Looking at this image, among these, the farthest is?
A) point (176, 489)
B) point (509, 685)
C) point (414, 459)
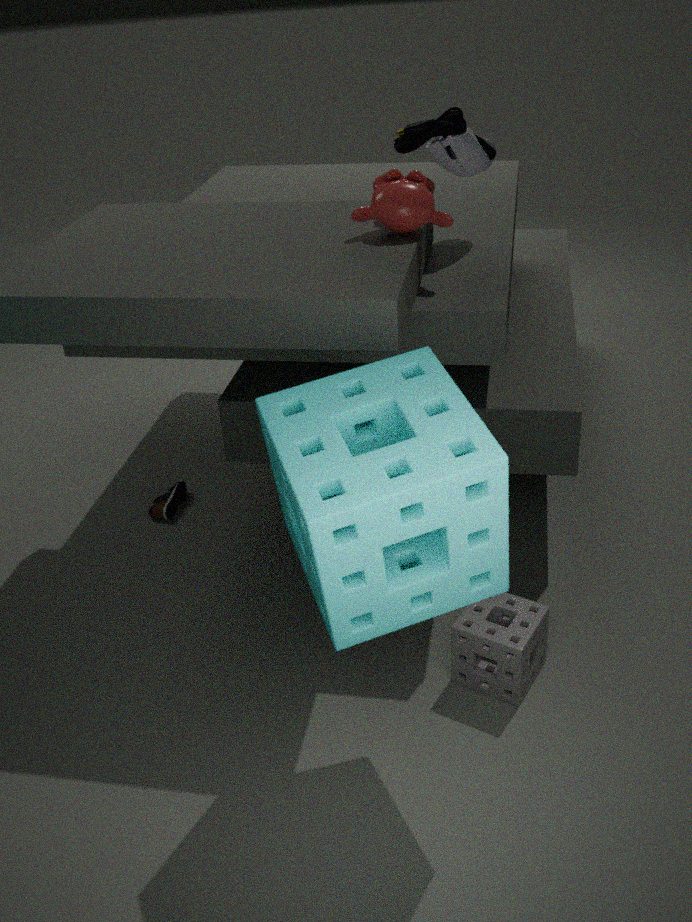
point (176, 489)
